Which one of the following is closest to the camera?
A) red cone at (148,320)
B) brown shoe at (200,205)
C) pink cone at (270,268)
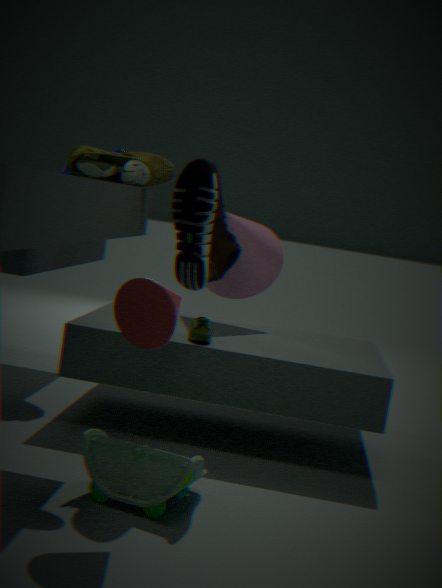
red cone at (148,320)
